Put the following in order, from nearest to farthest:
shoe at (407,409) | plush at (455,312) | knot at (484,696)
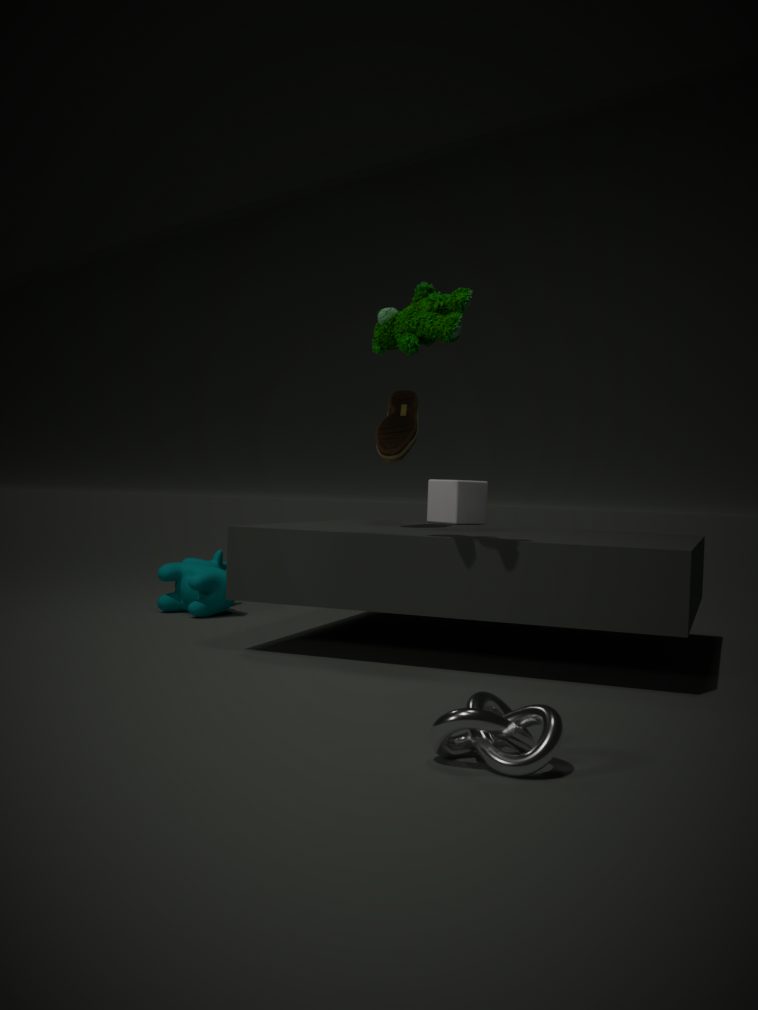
knot at (484,696) < plush at (455,312) < shoe at (407,409)
